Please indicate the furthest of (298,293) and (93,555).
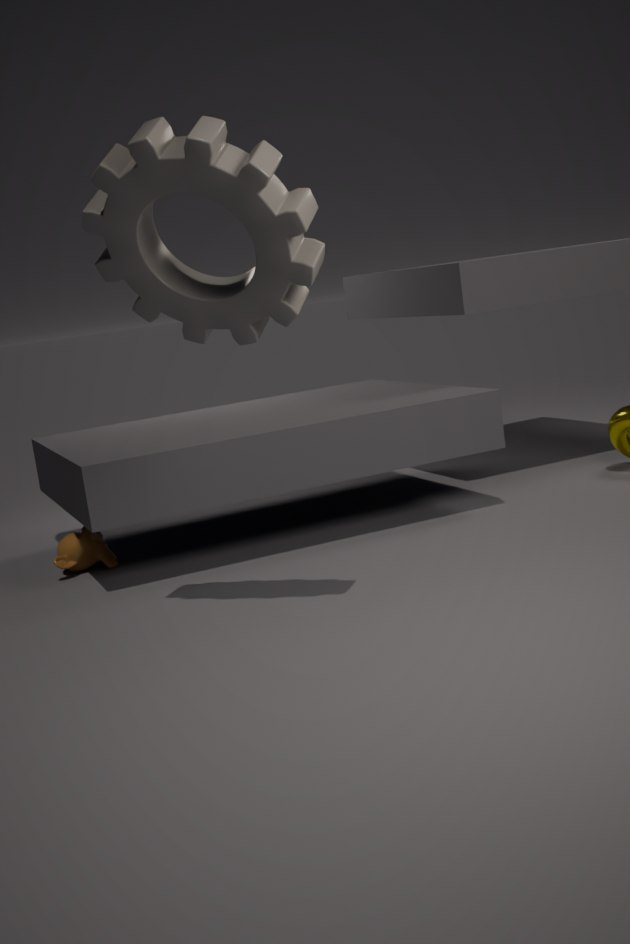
(93,555)
